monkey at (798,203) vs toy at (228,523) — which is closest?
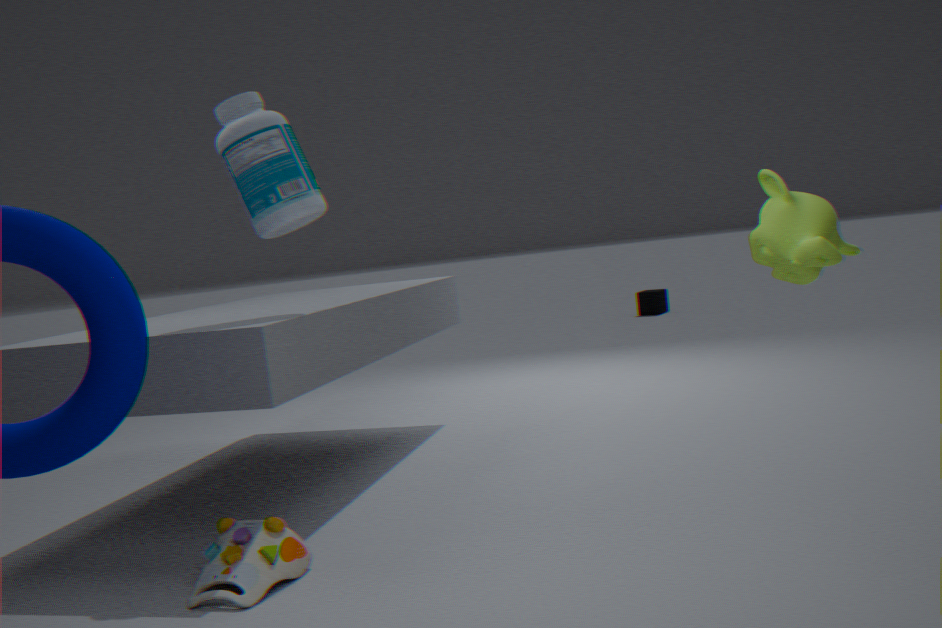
monkey at (798,203)
